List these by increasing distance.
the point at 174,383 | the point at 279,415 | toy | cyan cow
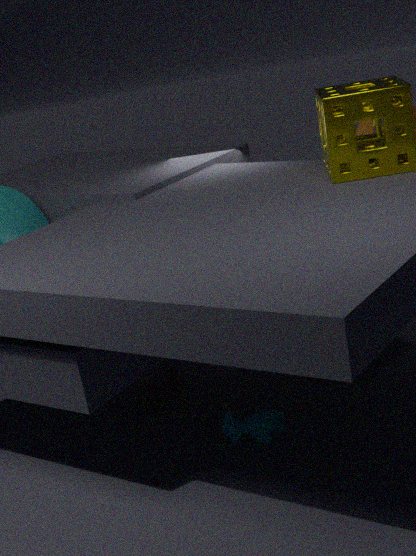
cyan cow, toy, the point at 279,415, the point at 174,383
